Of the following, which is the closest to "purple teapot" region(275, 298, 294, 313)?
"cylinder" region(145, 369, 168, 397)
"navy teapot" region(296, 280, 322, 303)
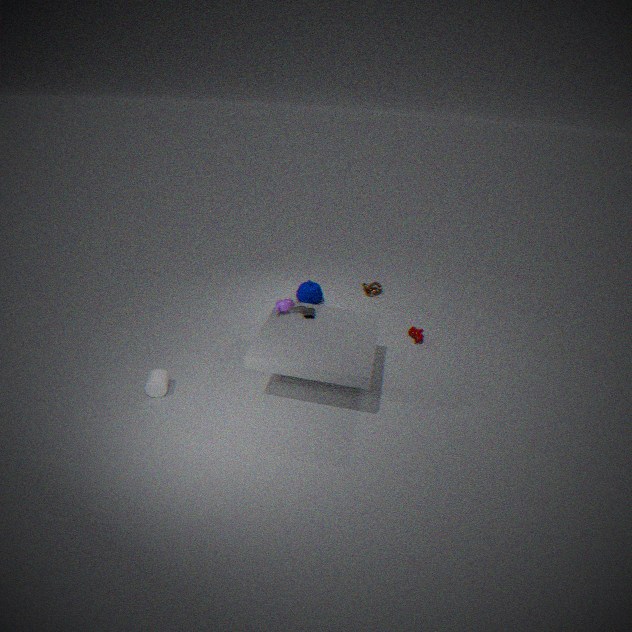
"navy teapot" region(296, 280, 322, 303)
